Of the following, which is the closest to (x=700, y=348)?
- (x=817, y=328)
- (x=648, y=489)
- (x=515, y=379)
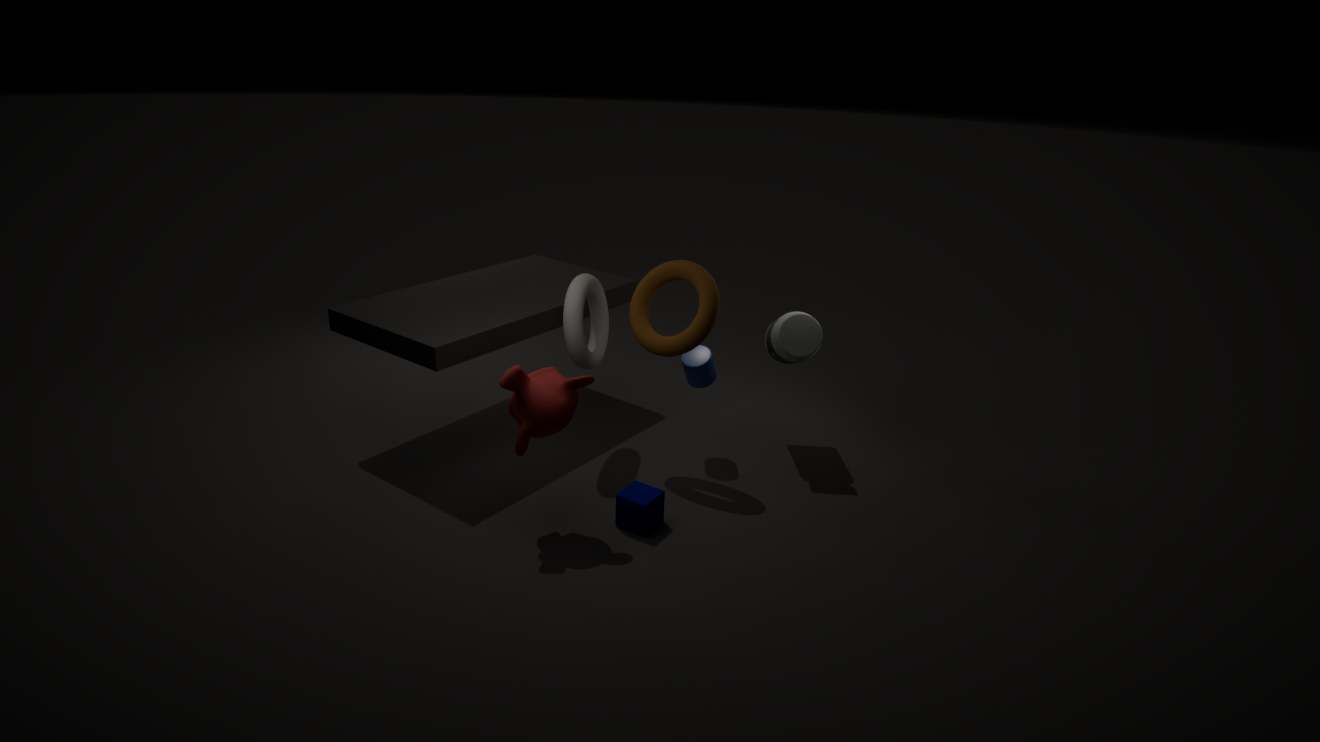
(x=817, y=328)
